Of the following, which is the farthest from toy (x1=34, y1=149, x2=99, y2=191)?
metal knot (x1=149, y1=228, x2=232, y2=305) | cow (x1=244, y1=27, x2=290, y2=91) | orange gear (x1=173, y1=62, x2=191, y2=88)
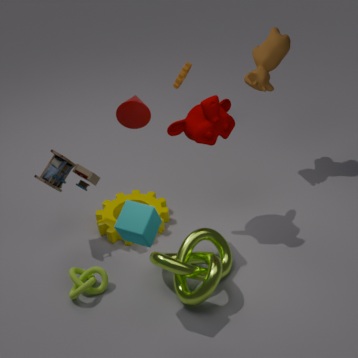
orange gear (x1=173, y1=62, x2=191, y2=88)
